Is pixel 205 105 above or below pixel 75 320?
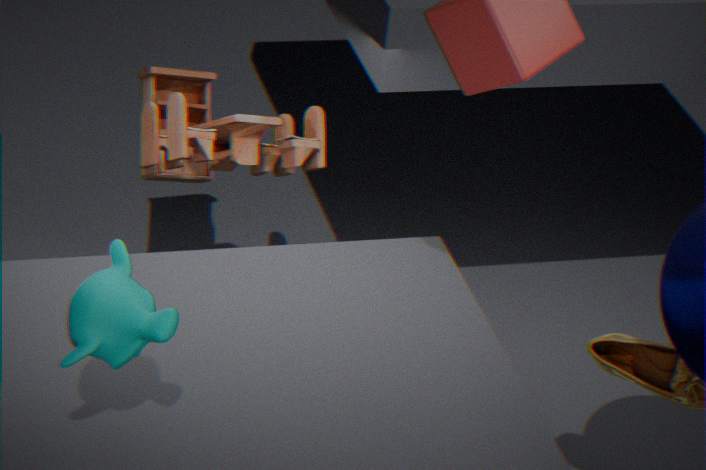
below
